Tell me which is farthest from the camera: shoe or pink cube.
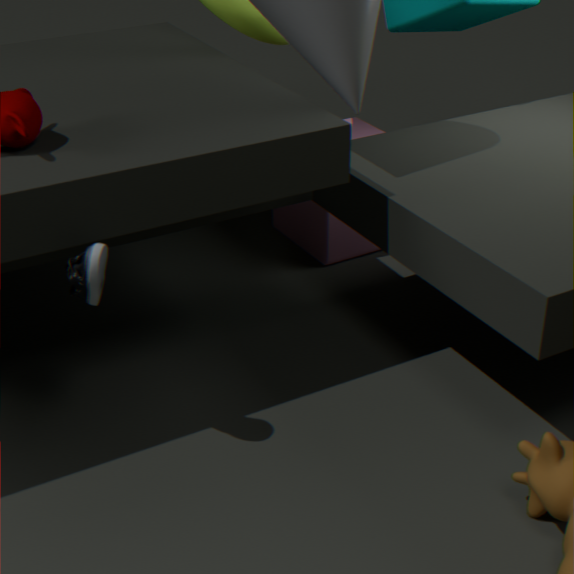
pink cube
